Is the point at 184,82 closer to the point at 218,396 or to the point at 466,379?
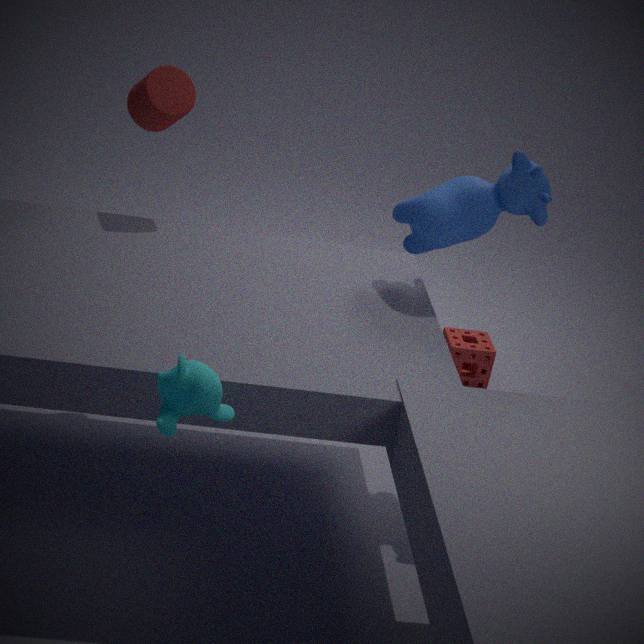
the point at 218,396
